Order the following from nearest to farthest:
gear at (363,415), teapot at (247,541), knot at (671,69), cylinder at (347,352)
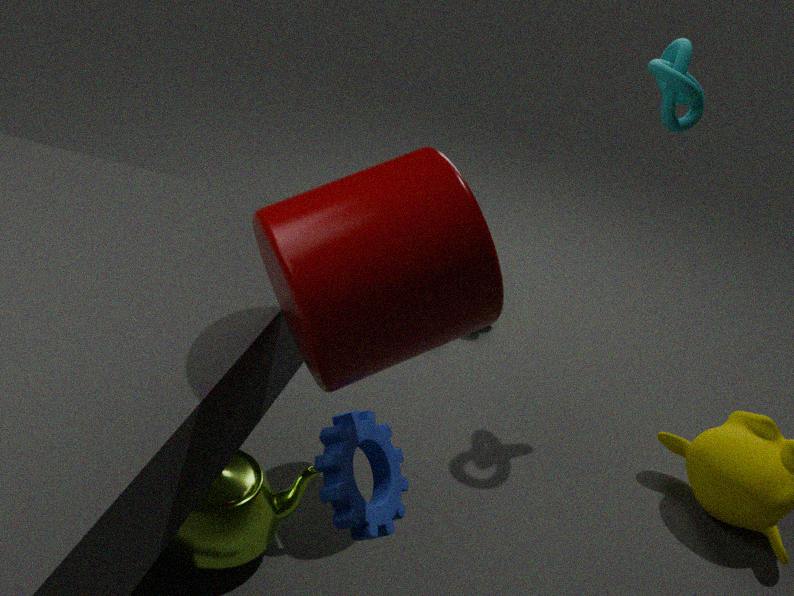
1. cylinder at (347,352)
2. gear at (363,415)
3. teapot at (247,541)
4. knot at (671,69)
